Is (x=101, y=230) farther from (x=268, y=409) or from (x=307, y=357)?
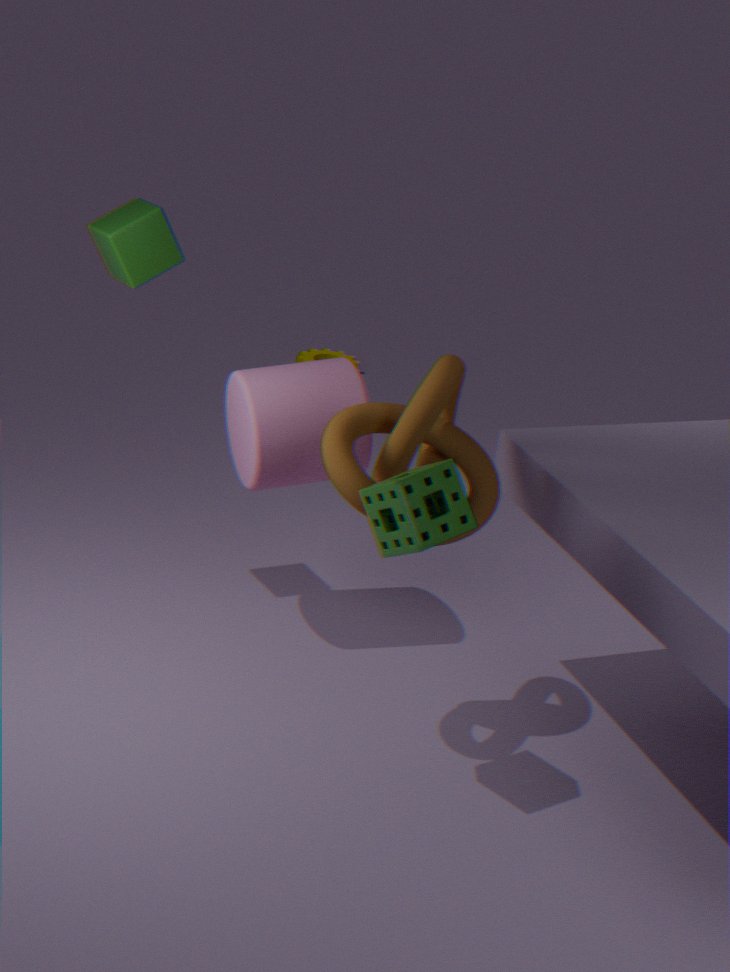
(x=307, y=357)
